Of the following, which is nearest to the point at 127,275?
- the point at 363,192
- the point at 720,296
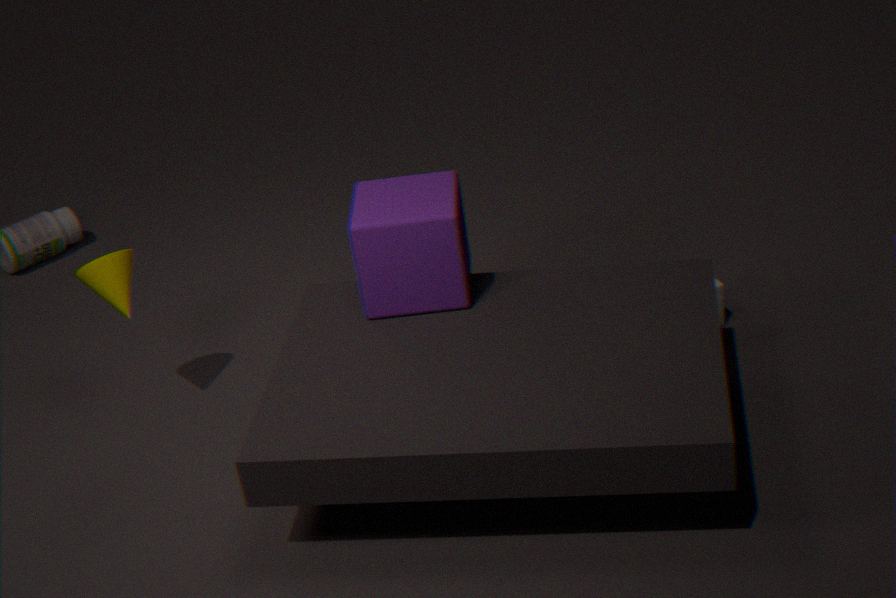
the point at 363,192
